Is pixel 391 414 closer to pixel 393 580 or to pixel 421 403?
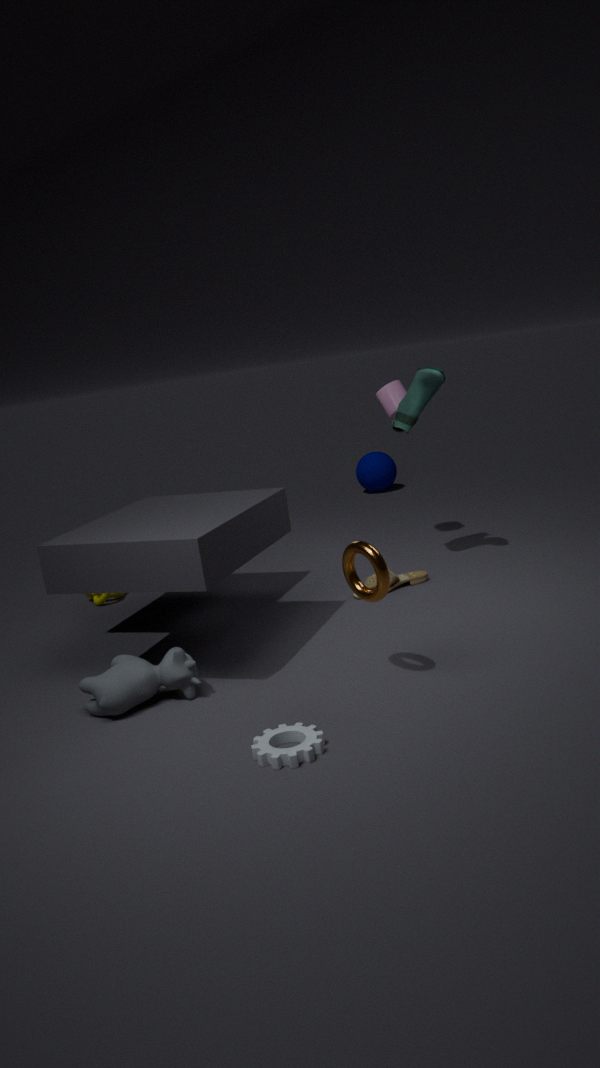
pixel 421 403
